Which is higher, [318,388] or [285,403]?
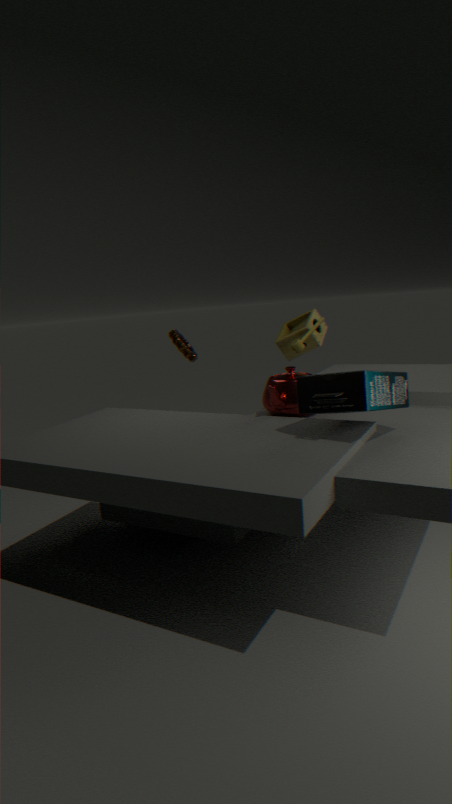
[318,388]
